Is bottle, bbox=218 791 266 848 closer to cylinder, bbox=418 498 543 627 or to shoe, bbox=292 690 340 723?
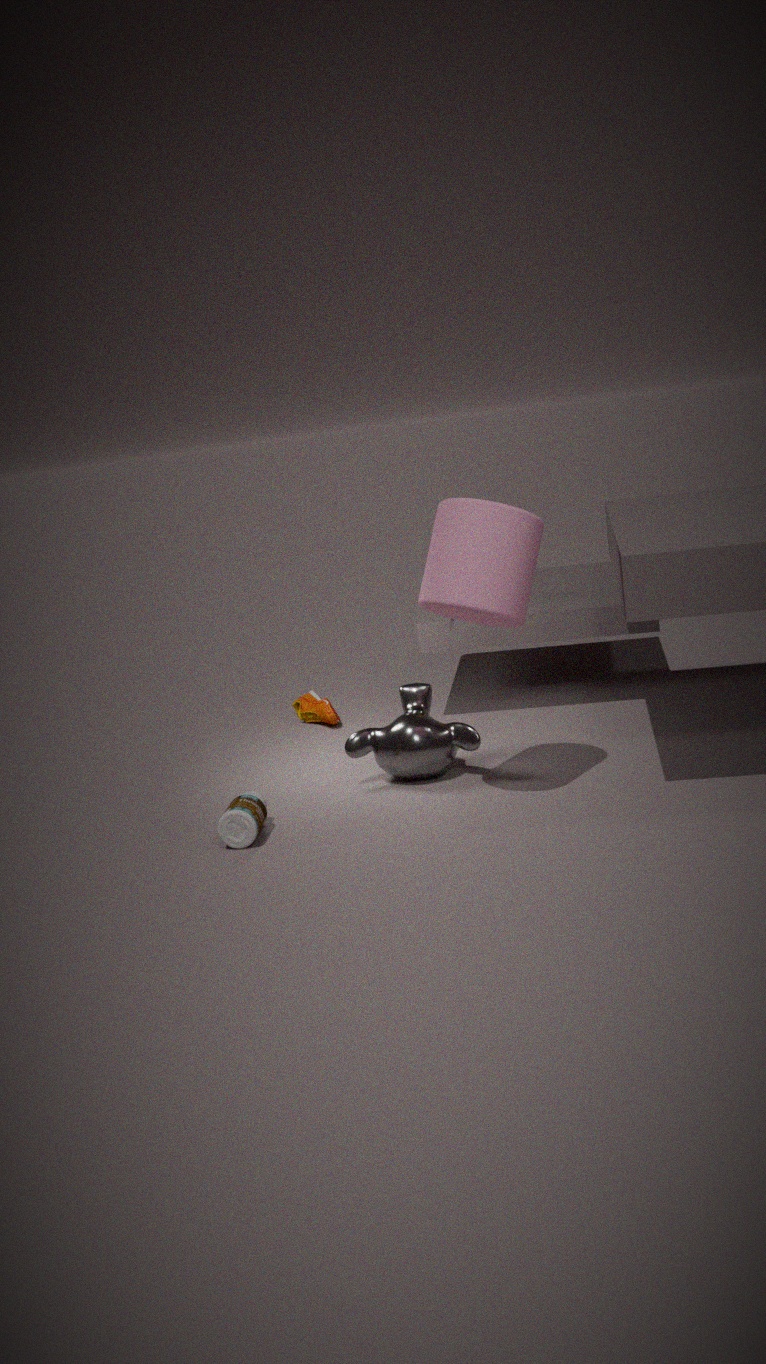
cylinder, bbox=418 498 543 627
